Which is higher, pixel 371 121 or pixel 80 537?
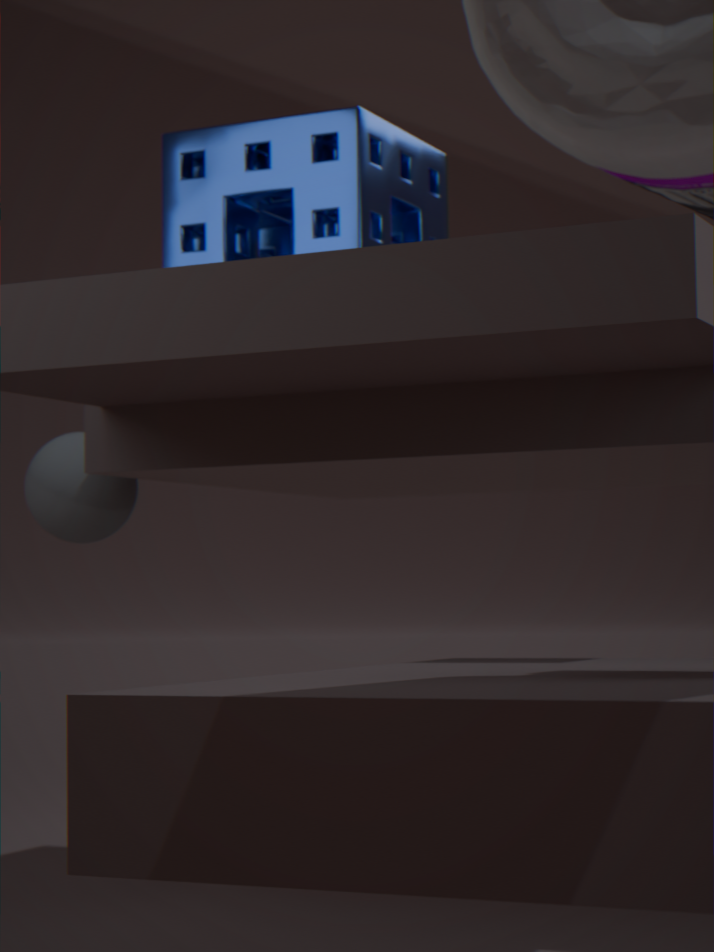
pixel 371 121
